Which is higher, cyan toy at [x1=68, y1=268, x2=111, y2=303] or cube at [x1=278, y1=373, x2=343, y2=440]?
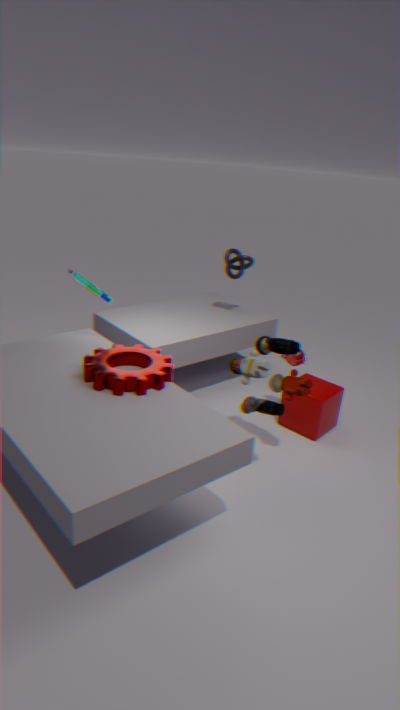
cyan toy at [x1=68, y1=268, x2=111, y2=303]
